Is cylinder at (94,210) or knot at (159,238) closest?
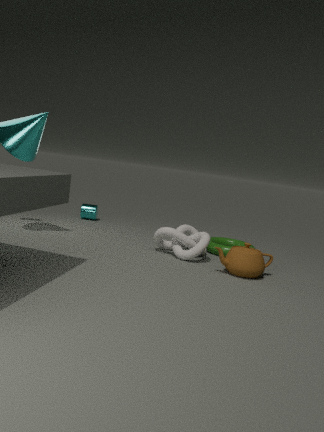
knot at (159,238)
